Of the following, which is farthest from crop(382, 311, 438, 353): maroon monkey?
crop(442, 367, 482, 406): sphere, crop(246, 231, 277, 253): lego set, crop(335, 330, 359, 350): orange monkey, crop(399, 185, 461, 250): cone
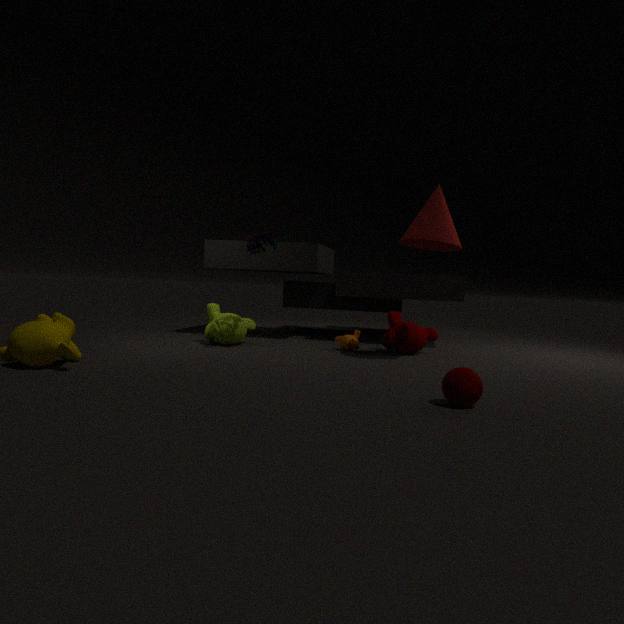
crop(442, 367, 482, 406): sphere
